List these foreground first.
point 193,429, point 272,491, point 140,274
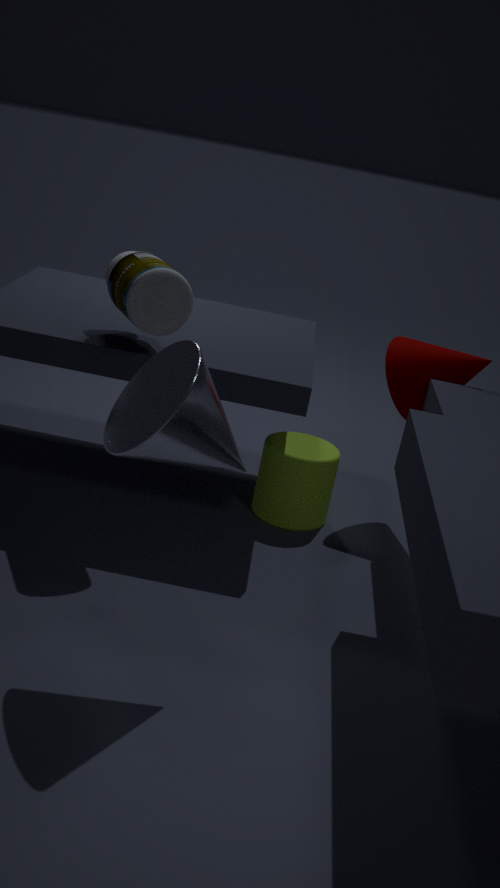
point 193,429, point 140,274, point 272,491
